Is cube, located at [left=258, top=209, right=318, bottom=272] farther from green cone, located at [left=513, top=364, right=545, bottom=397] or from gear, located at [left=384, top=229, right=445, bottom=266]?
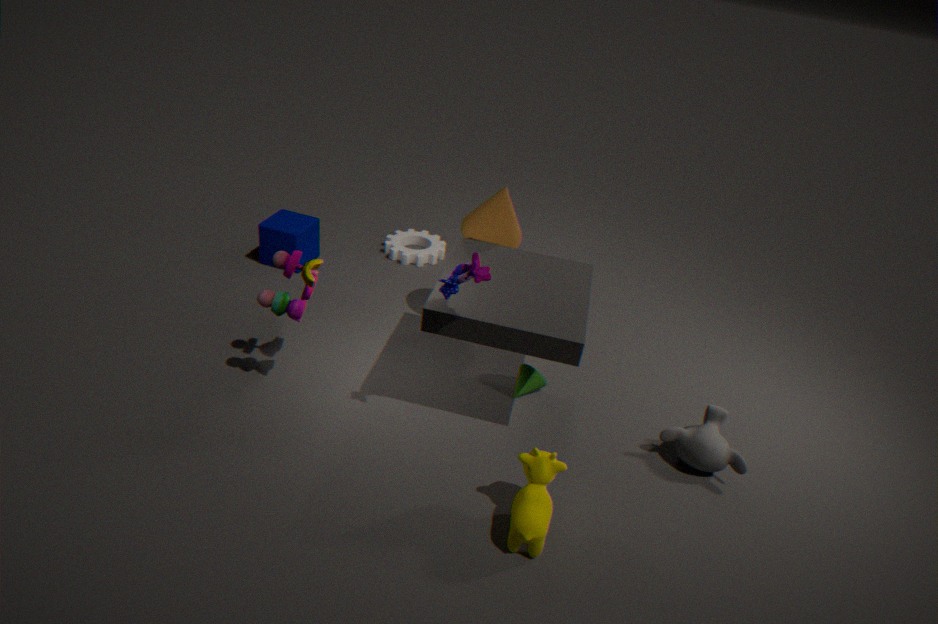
green cone, located at [left=513, top=364, right=545, bottom=397]
